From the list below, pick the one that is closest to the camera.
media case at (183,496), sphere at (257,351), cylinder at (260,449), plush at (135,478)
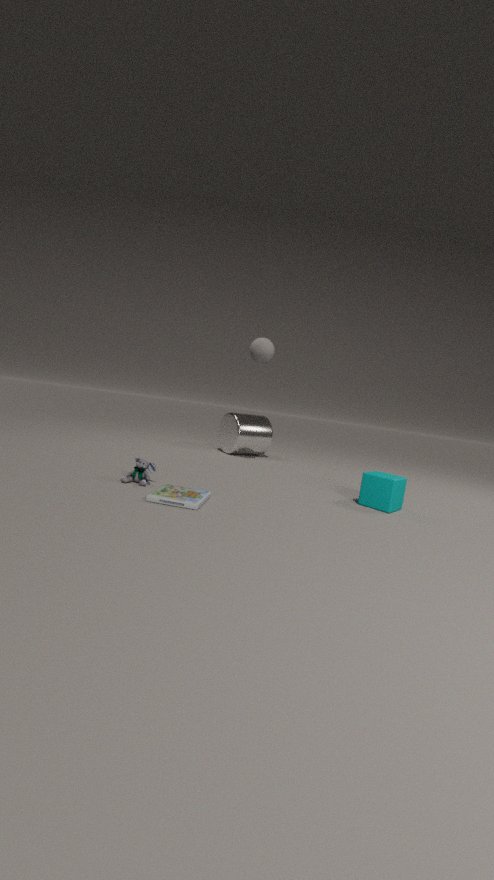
media case at (183,496)
